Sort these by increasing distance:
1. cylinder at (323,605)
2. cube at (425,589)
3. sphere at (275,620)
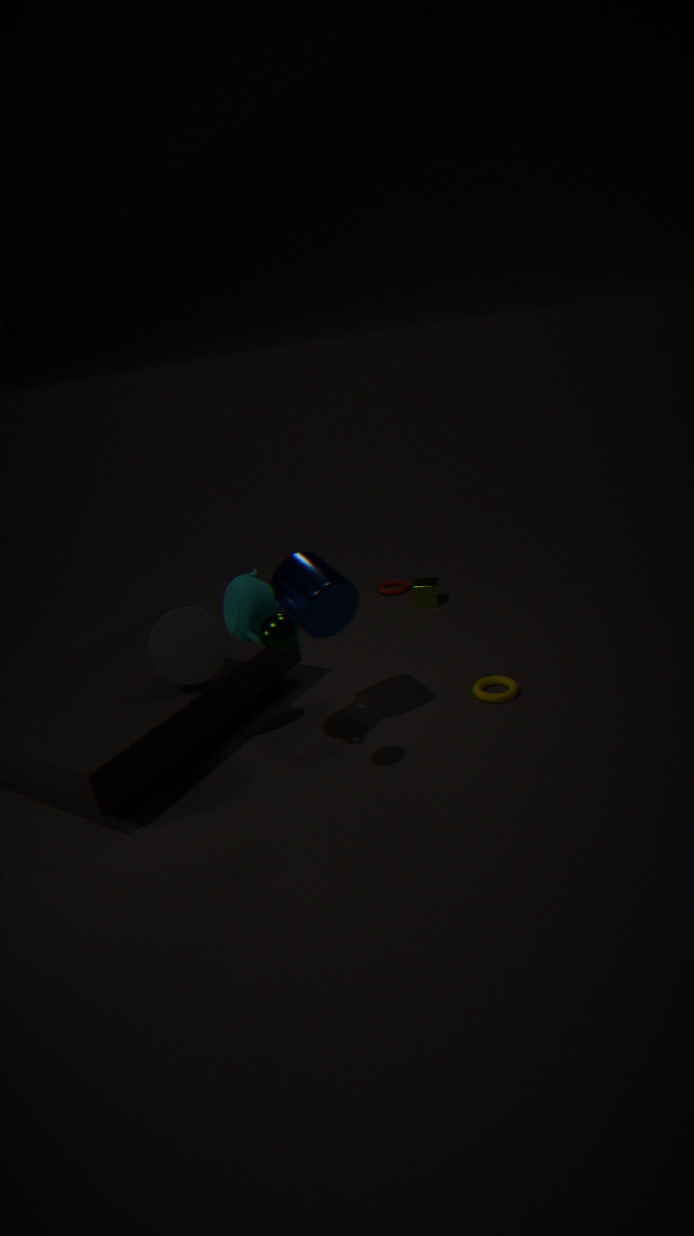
1. sphere at (275,620)
2. cylinder at (323,605)
3. cube at (425,589)
